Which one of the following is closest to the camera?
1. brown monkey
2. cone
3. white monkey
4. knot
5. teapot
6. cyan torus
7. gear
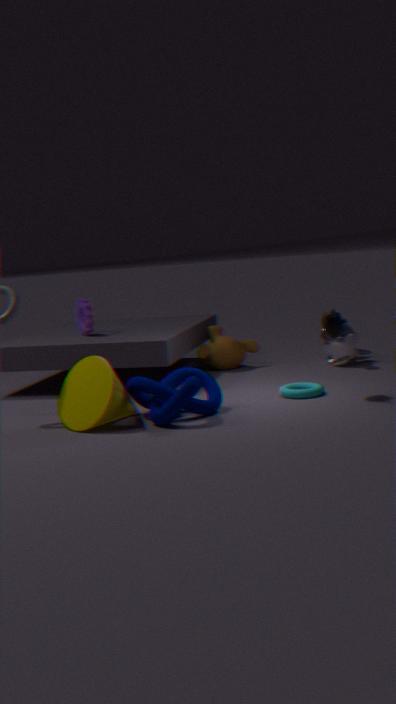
knot
